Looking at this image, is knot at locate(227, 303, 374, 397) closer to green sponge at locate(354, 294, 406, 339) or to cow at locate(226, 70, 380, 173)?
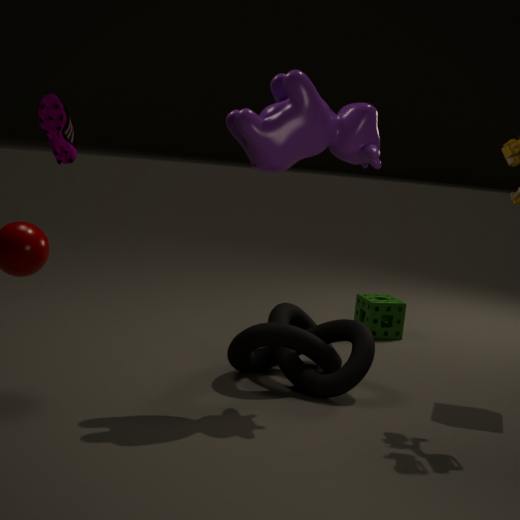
green sponge at locate(354, 294, 406, 339)
